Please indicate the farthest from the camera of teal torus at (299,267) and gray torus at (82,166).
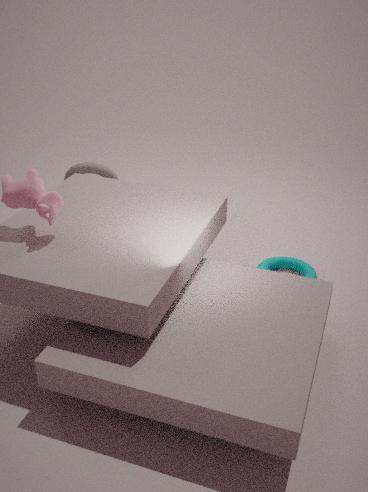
gray torus at (82,166)
